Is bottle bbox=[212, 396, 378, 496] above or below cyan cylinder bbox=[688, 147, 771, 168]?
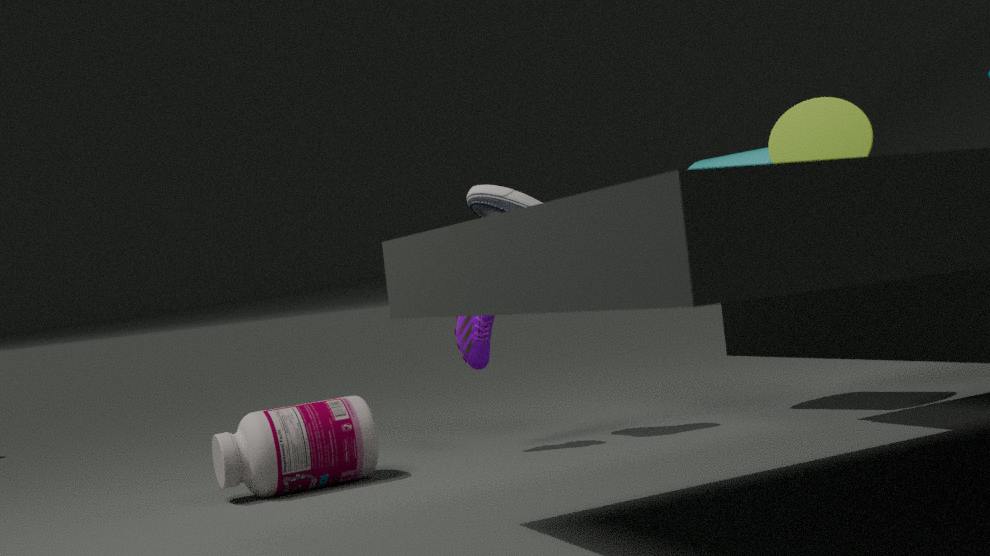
below
